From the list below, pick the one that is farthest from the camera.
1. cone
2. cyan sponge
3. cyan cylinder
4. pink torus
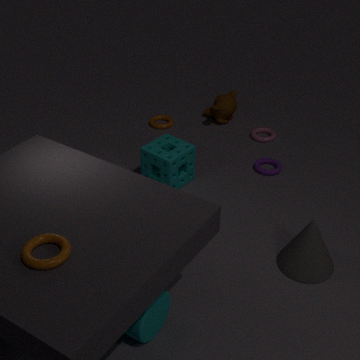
pink torus
